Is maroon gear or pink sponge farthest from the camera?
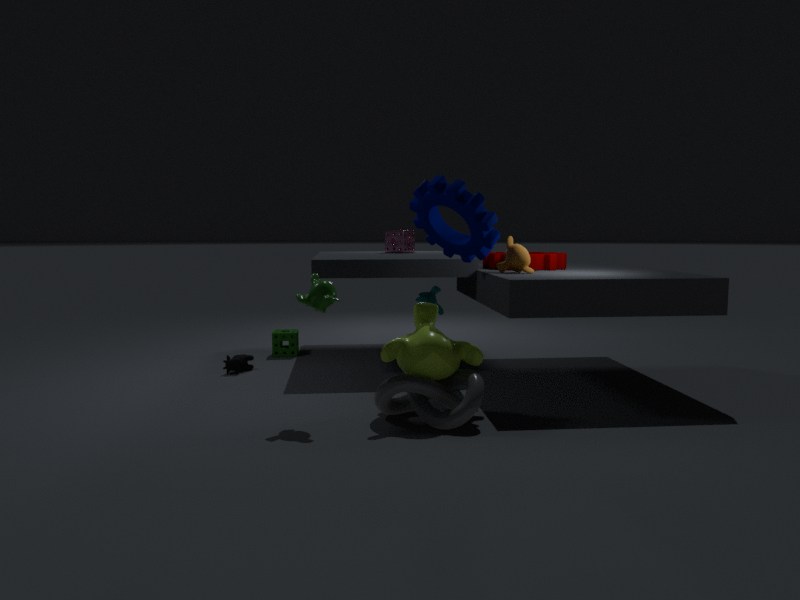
pink sponge
